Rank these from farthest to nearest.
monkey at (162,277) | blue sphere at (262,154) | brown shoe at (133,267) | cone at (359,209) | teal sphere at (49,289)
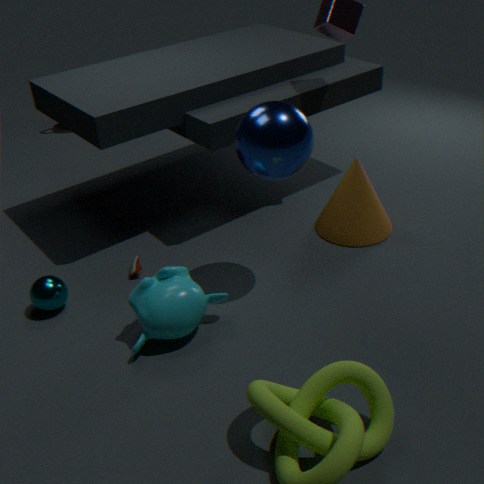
cone at (359,209)
brown shoe at (133,267)
teal sphere at (49,289)
monkey at (162,277)
blue sphere at (262,154)
